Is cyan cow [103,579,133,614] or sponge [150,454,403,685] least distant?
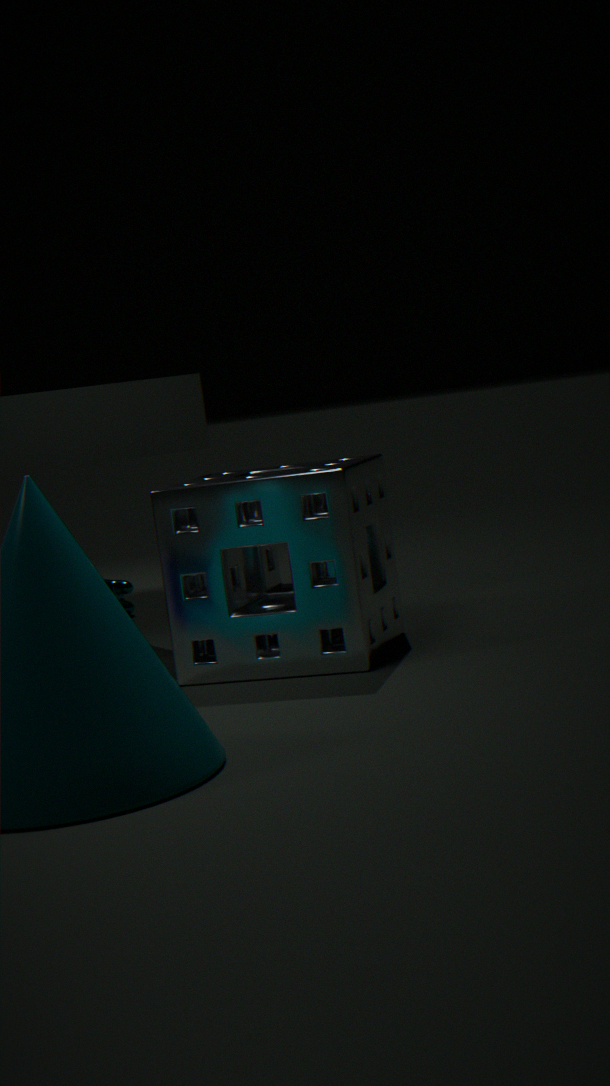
sponge [150,454,403,685]
